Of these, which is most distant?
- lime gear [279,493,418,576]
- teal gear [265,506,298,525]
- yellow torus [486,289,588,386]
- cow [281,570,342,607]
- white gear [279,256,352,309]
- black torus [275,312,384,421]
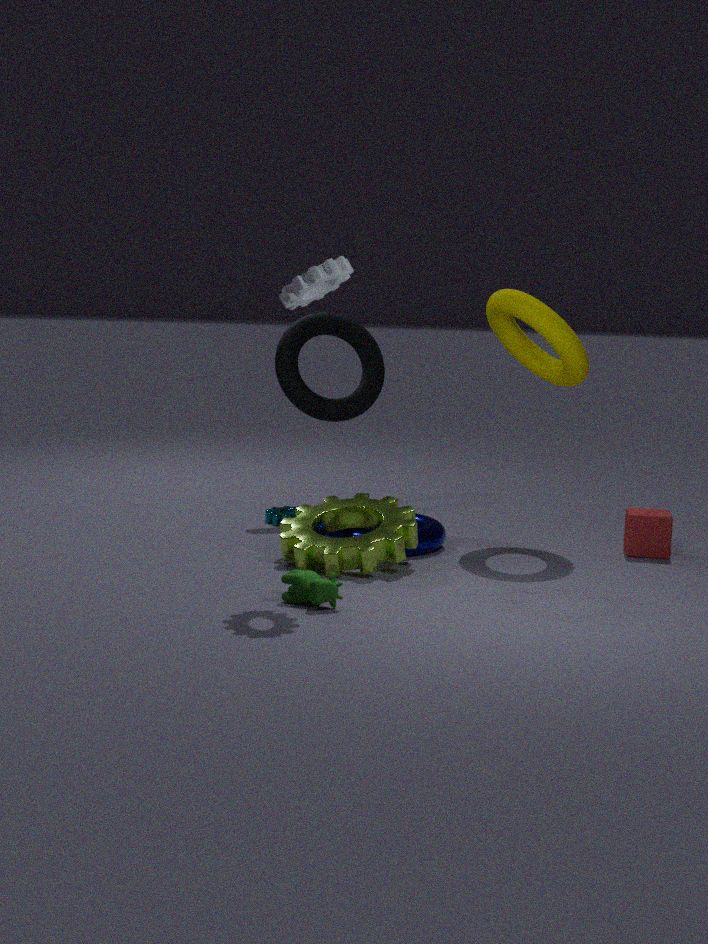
black torus [275,312,384,421]
